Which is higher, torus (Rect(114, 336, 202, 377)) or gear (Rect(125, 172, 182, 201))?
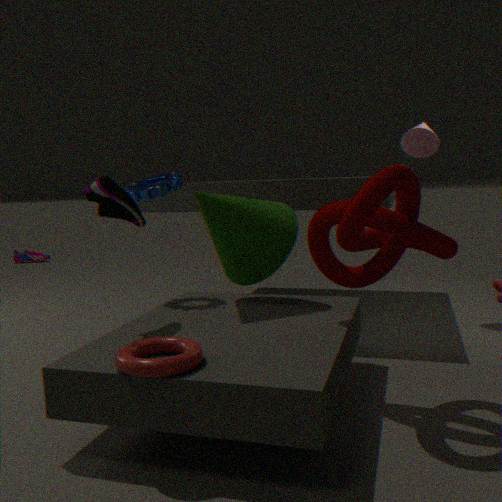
gear (Rect(125, 172, 182, 201))
